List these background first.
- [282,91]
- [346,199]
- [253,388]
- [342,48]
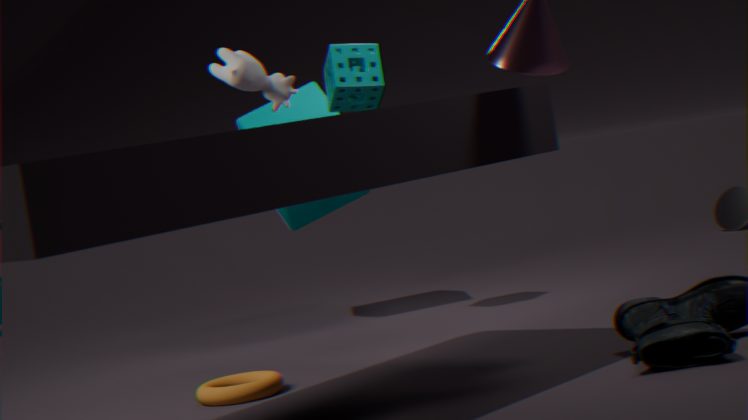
[346,199], [342,48], [282,91], [253,388]
